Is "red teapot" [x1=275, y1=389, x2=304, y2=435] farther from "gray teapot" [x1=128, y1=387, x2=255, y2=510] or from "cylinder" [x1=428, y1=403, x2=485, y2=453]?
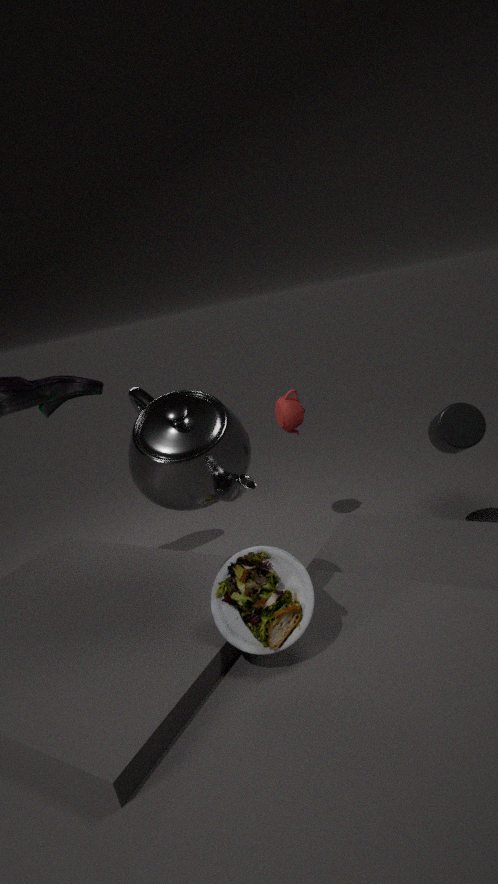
"gray teapot" [x1=128, y1=387, x2=255, y2=510]
